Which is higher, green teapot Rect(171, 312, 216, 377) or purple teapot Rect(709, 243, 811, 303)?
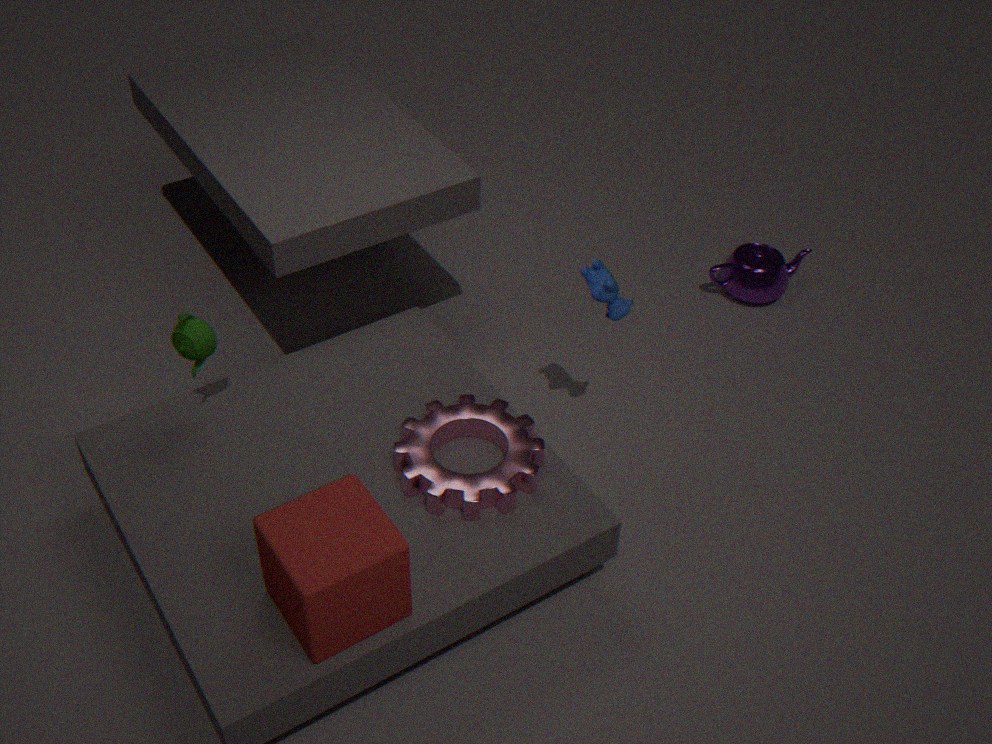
green teapot Rect(171, 312, 216, 377)
